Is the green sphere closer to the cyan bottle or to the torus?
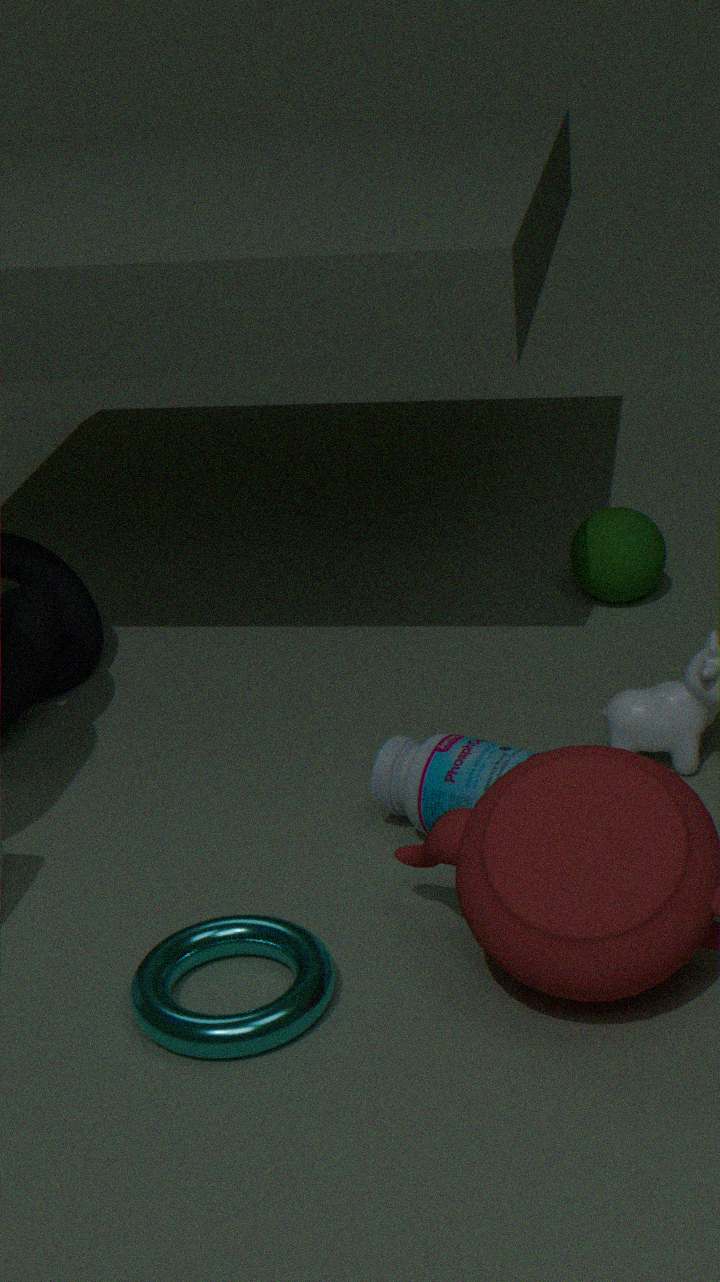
the cyan bottle
